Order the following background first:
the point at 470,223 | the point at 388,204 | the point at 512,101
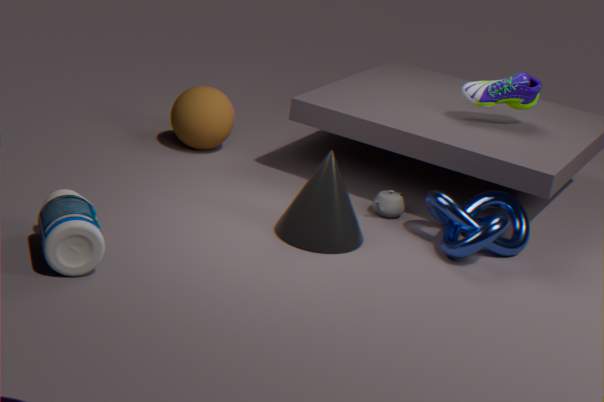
the point at 512,101 < the point at 388,204 < the point at 470,223
